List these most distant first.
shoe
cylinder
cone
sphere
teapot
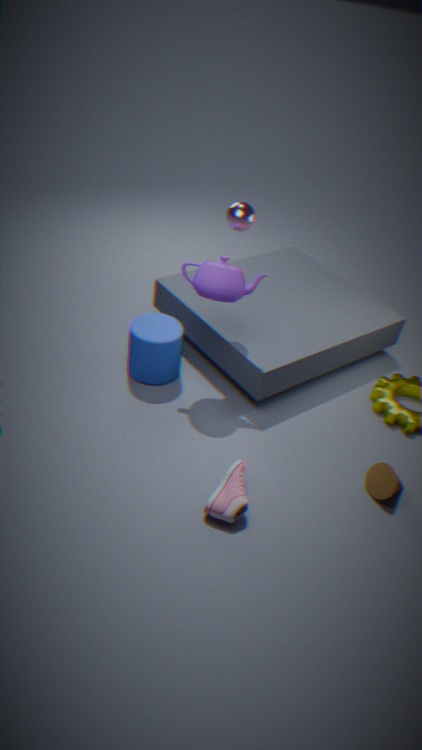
cylinder < sphere < teapot < cone < shoe
